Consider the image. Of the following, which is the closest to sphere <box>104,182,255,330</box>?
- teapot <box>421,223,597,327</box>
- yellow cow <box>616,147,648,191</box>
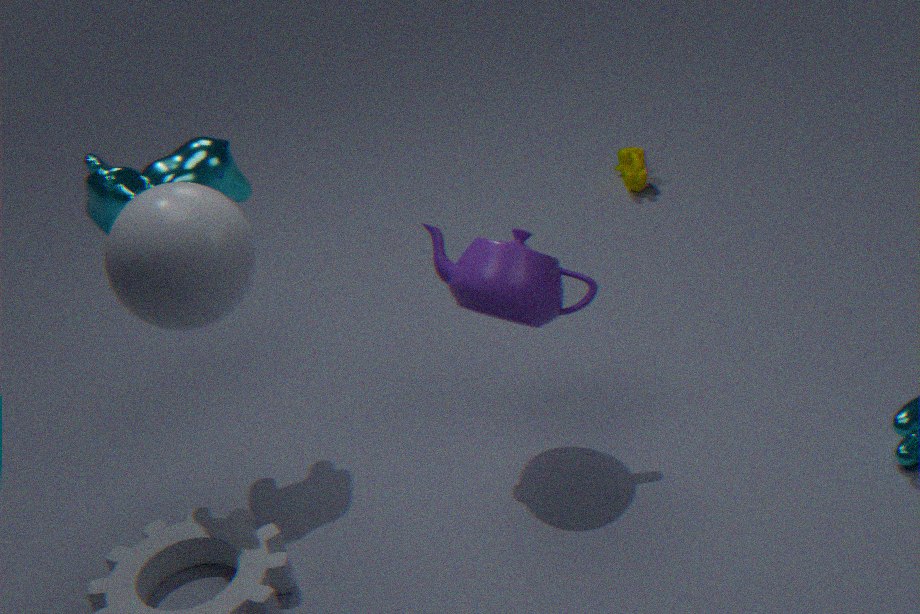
teapot <box>421,223,597,327</box>
